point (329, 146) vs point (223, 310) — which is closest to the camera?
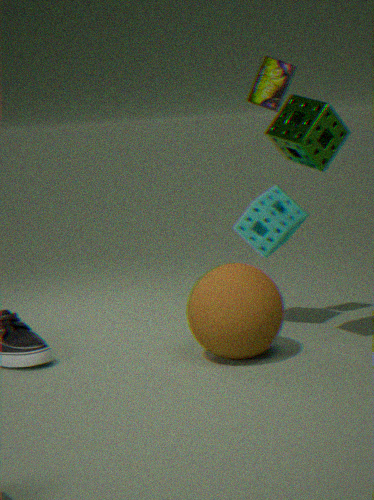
point (223, 310)
